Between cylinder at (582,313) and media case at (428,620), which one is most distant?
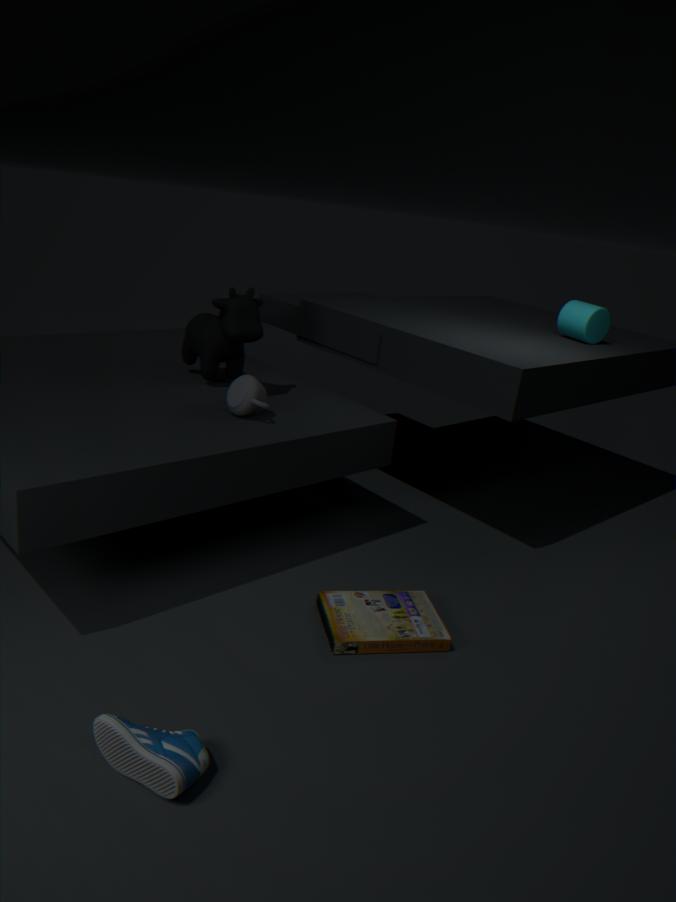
cylinder at (582,313)
